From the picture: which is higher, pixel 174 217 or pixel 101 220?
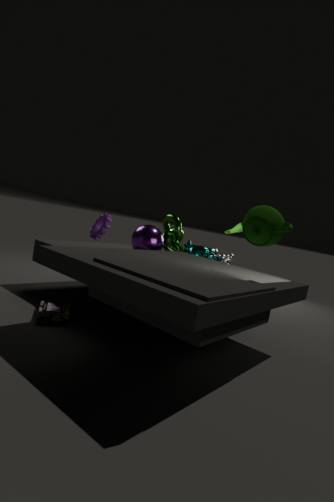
pixel 101 220
